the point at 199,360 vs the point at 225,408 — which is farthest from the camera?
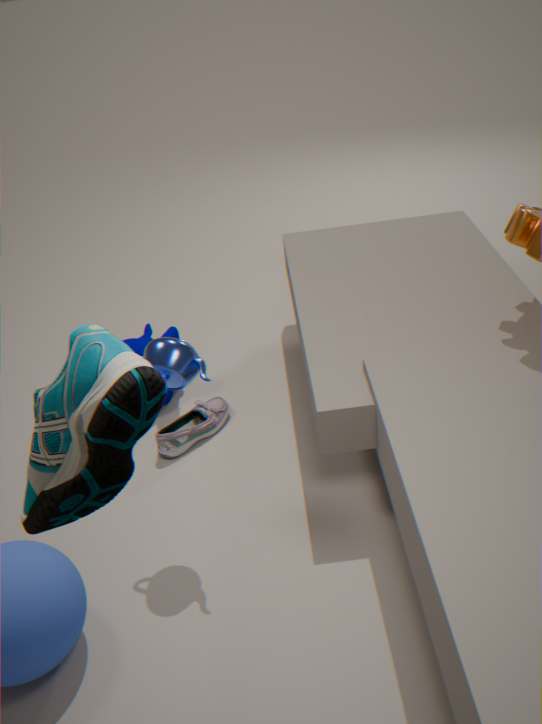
the point at 225,408
